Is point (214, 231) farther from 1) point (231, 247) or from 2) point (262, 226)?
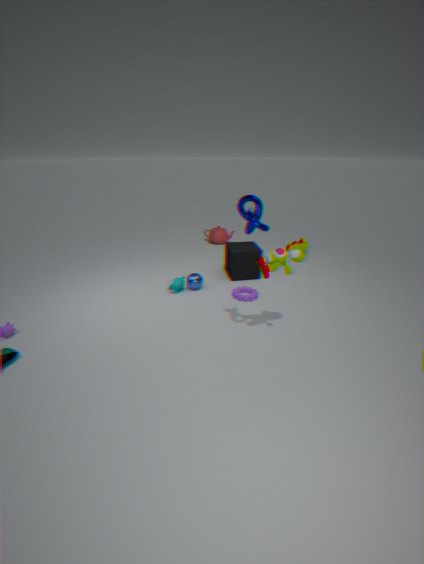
2) point (262, 226)
